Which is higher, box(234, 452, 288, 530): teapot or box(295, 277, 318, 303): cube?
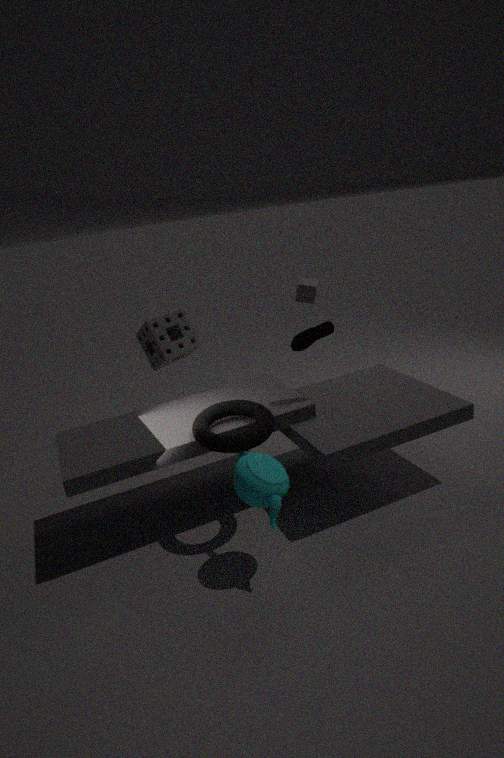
box(295, 277, 318, 303): cube
